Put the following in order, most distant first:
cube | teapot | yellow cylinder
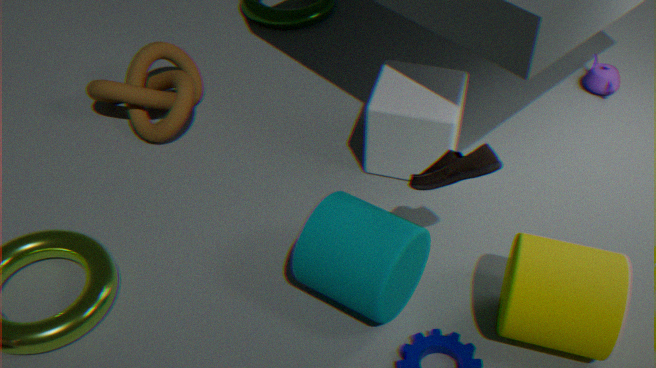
teapot, cube, yellow cylinder
